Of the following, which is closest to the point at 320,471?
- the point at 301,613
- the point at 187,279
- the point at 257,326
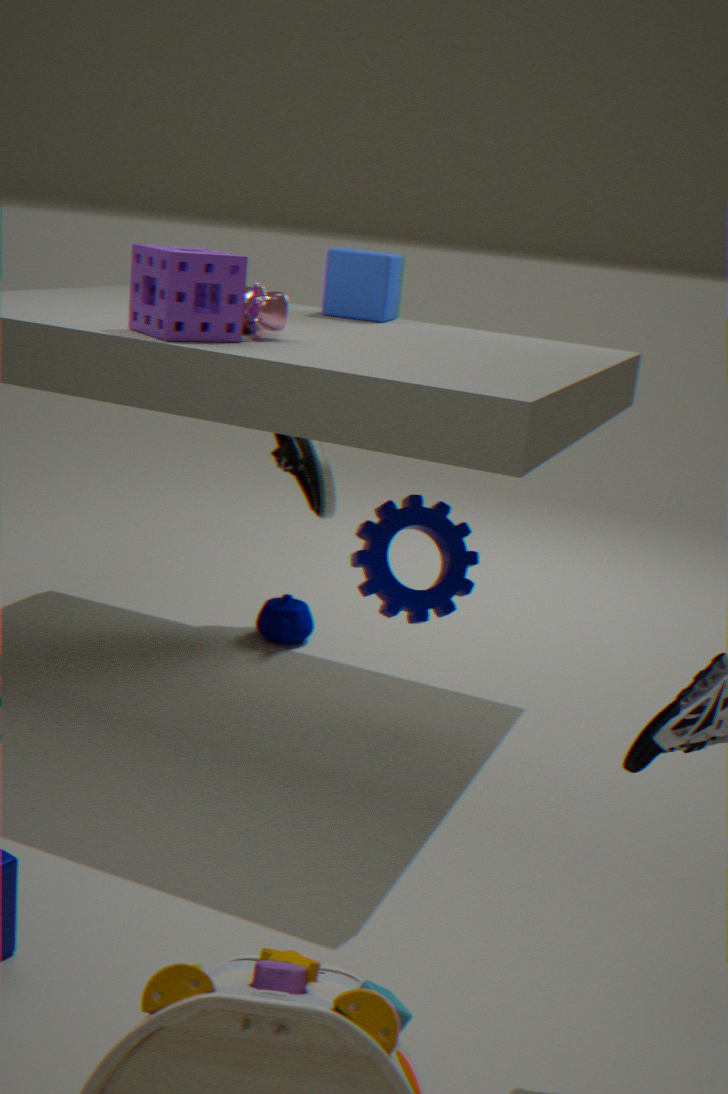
the point at 301,613
